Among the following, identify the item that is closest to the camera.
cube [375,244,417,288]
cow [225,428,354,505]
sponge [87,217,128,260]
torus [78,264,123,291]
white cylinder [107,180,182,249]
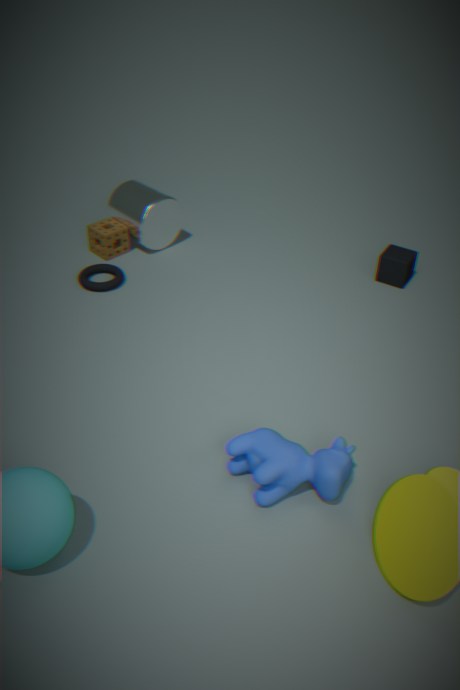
cow [225,428,354,505]
